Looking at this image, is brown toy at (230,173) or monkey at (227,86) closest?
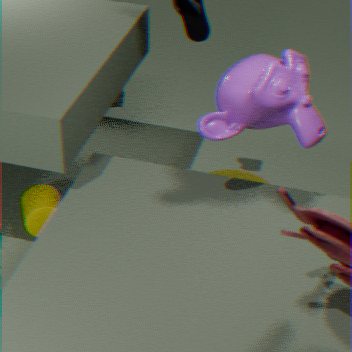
monkey at (227,86)
